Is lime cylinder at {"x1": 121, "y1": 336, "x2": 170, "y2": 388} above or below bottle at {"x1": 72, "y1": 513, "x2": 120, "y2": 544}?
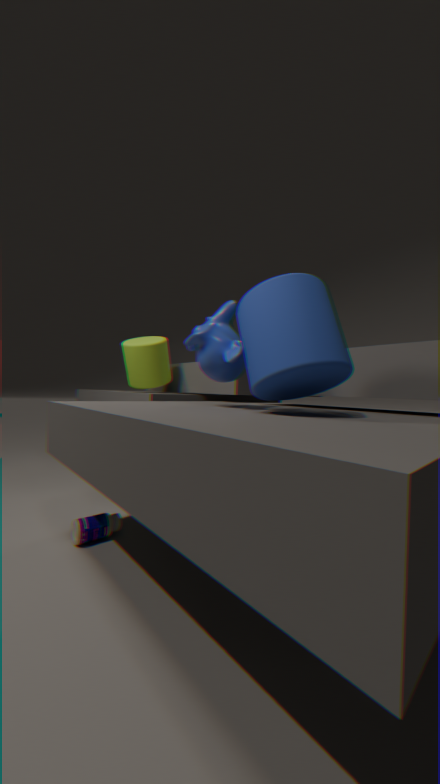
above
